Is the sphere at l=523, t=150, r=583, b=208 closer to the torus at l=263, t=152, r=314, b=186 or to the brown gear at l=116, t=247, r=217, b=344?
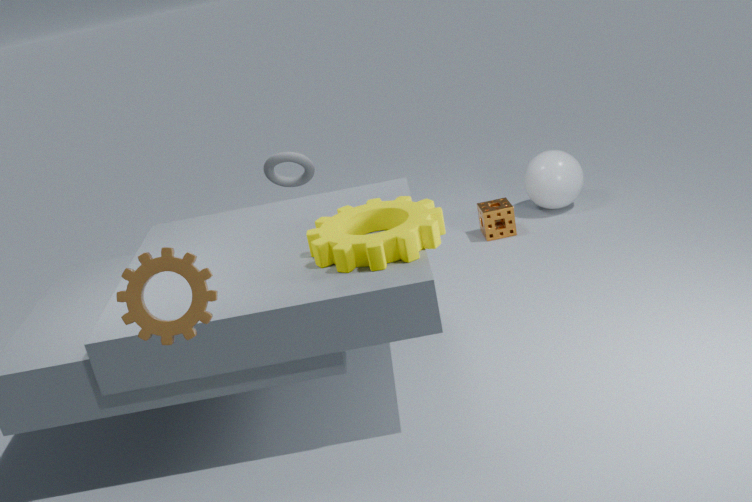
the torus at l=263, t=152, r=314, b=186
